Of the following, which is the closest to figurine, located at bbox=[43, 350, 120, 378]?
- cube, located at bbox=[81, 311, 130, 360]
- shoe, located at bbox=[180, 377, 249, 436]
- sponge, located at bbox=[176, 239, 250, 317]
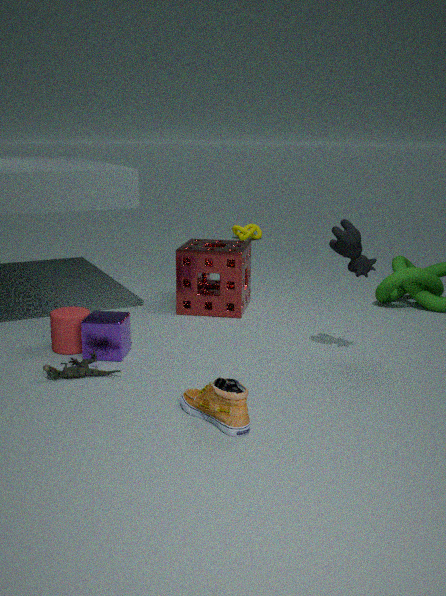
cube, located at bbox=[81, 311, 130, 360]
